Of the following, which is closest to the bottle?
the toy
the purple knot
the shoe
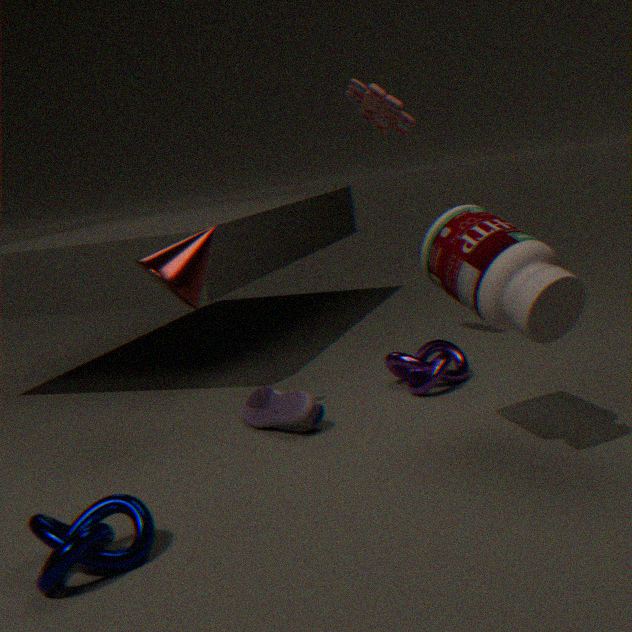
the purple knot
